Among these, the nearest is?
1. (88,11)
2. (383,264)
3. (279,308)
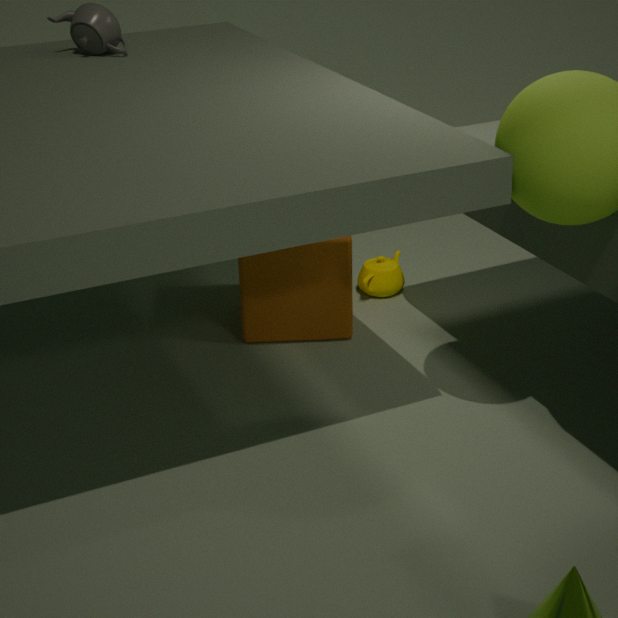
(88,11)
